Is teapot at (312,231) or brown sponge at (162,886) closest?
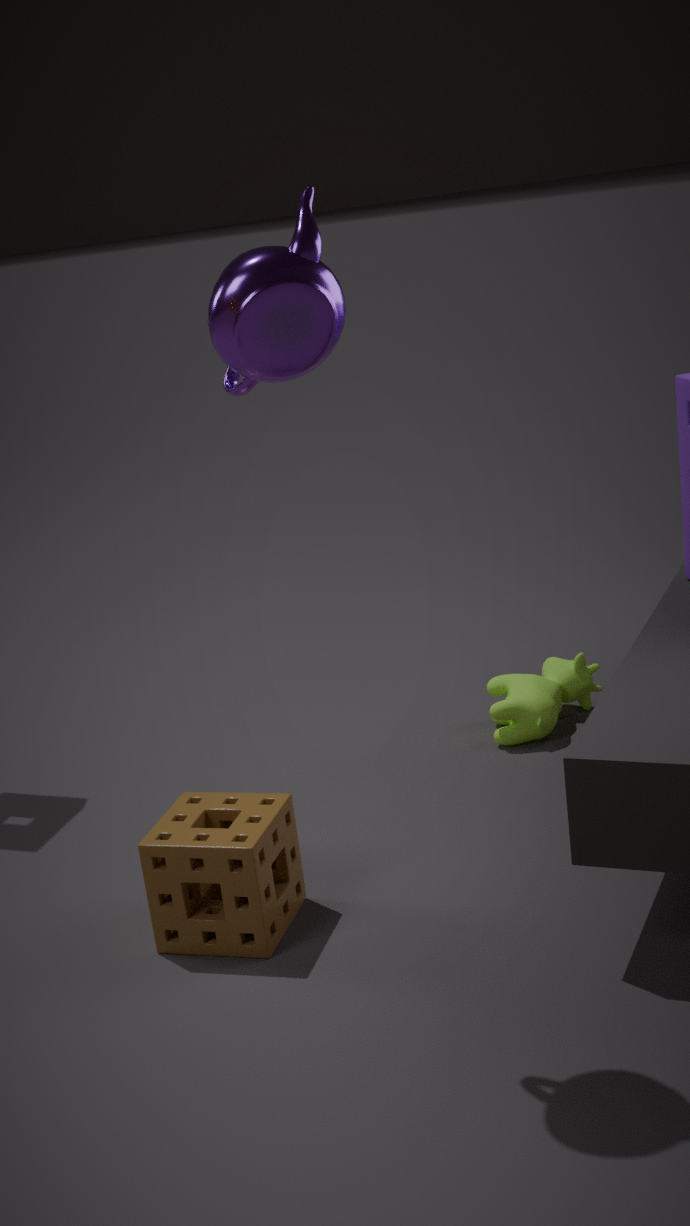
teapot at (312,231)
